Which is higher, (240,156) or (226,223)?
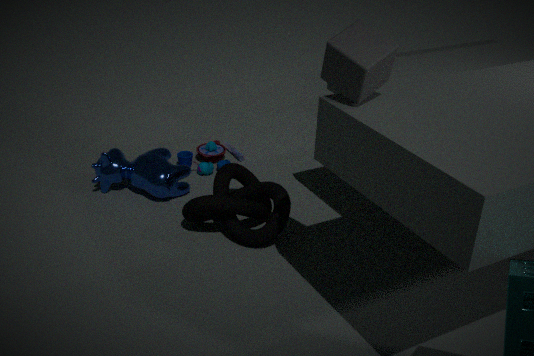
(226,223)
